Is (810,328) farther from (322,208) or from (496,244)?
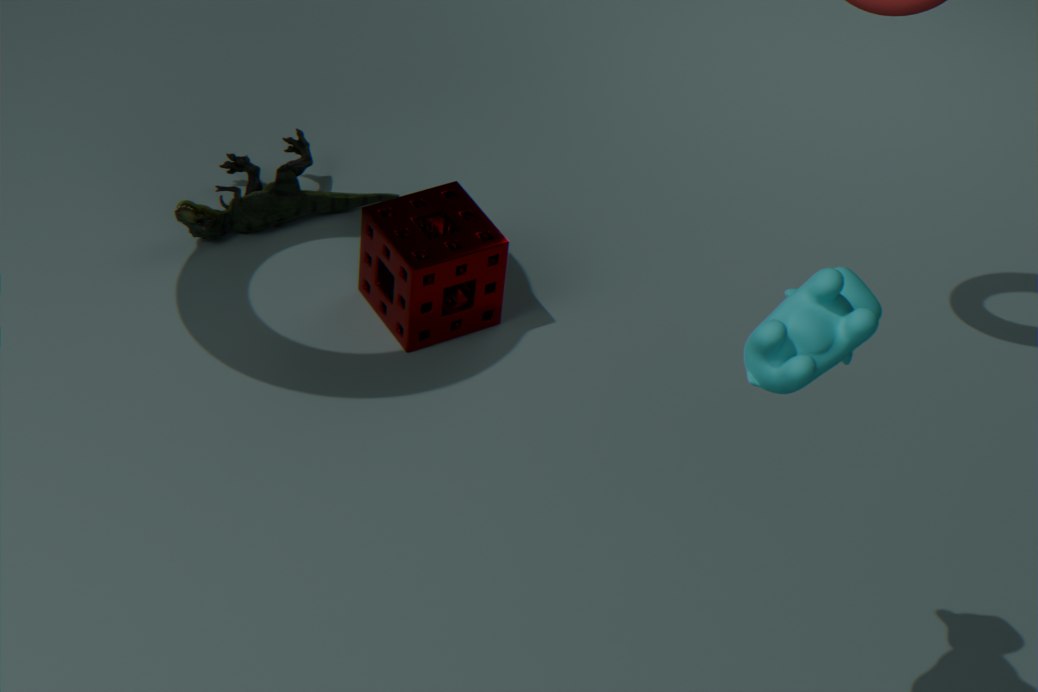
(322,208)
